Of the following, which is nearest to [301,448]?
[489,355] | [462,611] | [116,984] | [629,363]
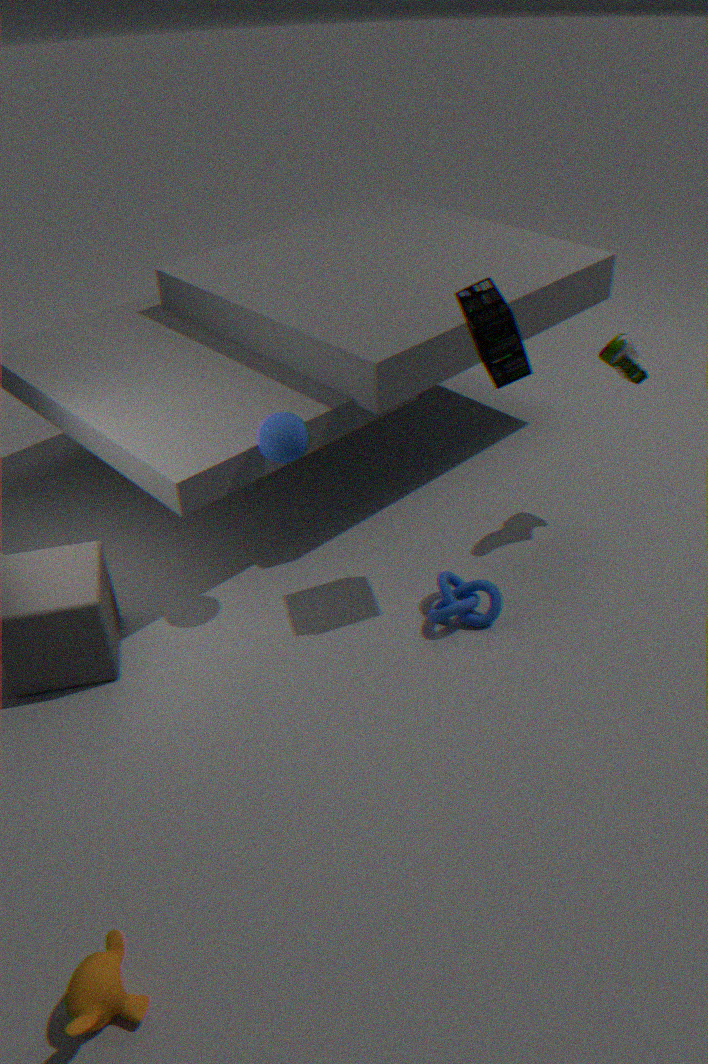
[489,355]
